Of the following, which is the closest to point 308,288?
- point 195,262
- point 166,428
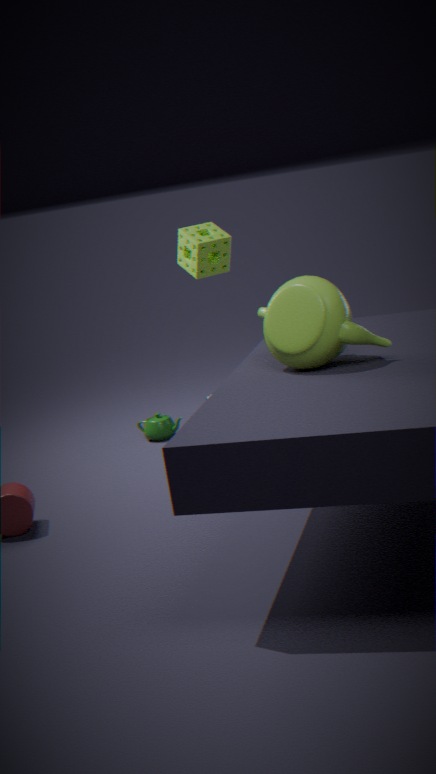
point 195,262
